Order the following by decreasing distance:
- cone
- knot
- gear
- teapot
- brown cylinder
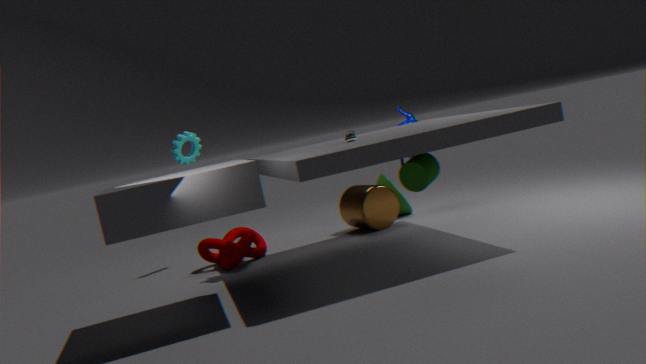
1. teapot
2. cone
3. gear
4. brown cylinder
5. knot
